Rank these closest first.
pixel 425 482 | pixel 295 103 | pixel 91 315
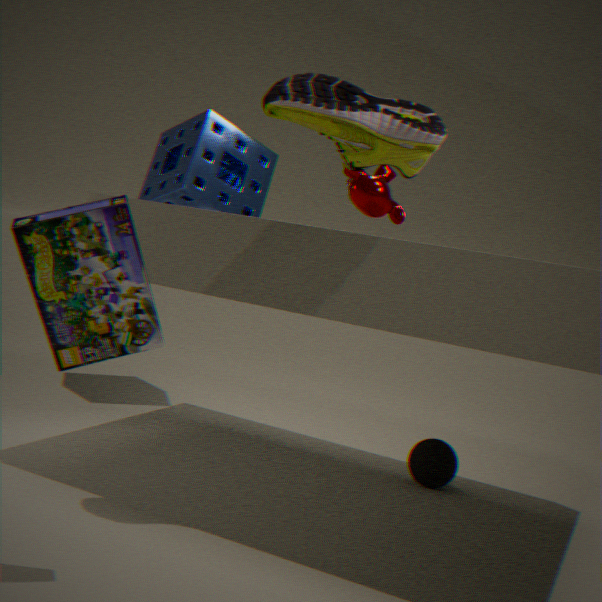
pixel 91 315, pixel 295 103, pixel 425 482
